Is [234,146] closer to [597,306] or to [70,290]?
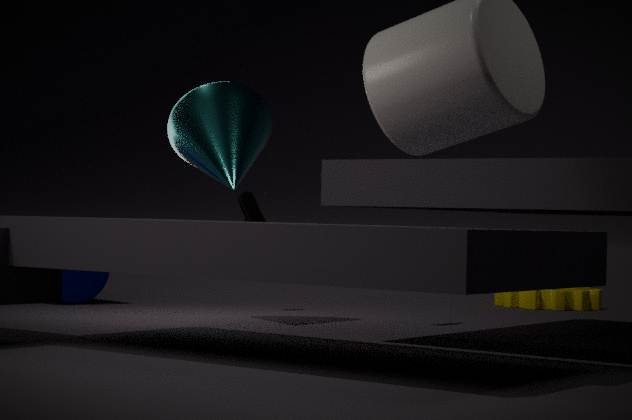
[70,290]
